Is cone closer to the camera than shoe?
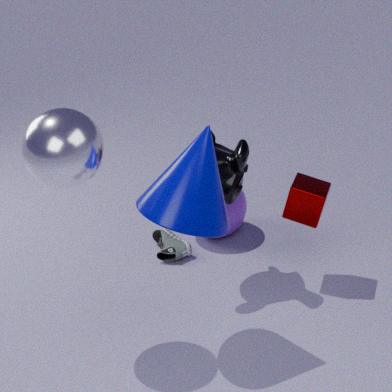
Yes
